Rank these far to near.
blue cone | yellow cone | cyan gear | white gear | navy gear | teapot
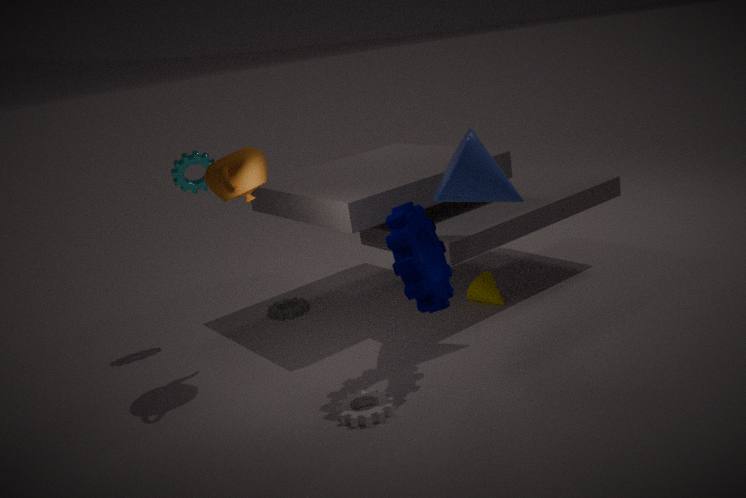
yellow cone
cyan gear
blue cone
teapot
navy gear
white gear
